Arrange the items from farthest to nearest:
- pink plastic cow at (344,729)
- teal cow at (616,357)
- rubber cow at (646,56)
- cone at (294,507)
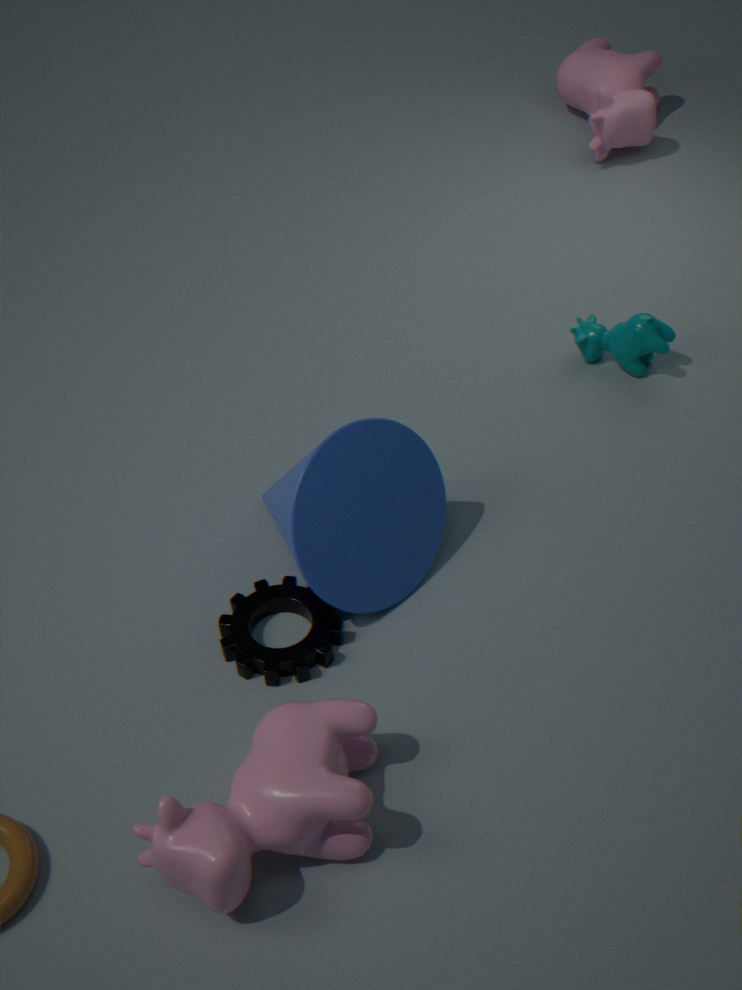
rubber cow at (646,56)
teal cow at (616,357)
cone at (294,507)
pink plastic cow at (344,729)
